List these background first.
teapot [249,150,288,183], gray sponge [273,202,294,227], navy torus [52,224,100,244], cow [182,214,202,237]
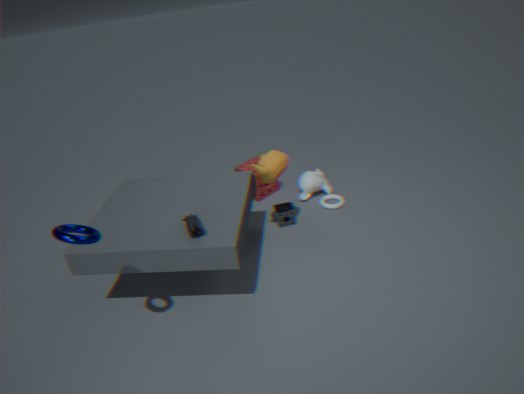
1. gray sponge [273,202,294,227]
2. teapot [249,150,288,183]
3. cow [182,214,202,237]
4. navy torus [52,224,100,244]
